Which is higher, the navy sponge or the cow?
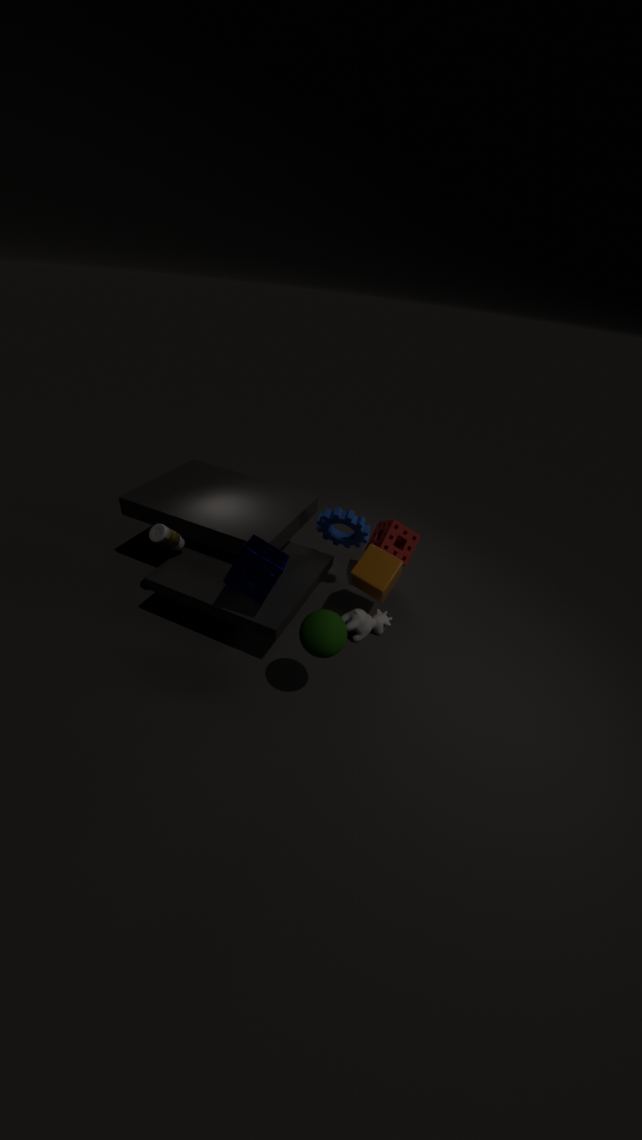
the navy sponge
